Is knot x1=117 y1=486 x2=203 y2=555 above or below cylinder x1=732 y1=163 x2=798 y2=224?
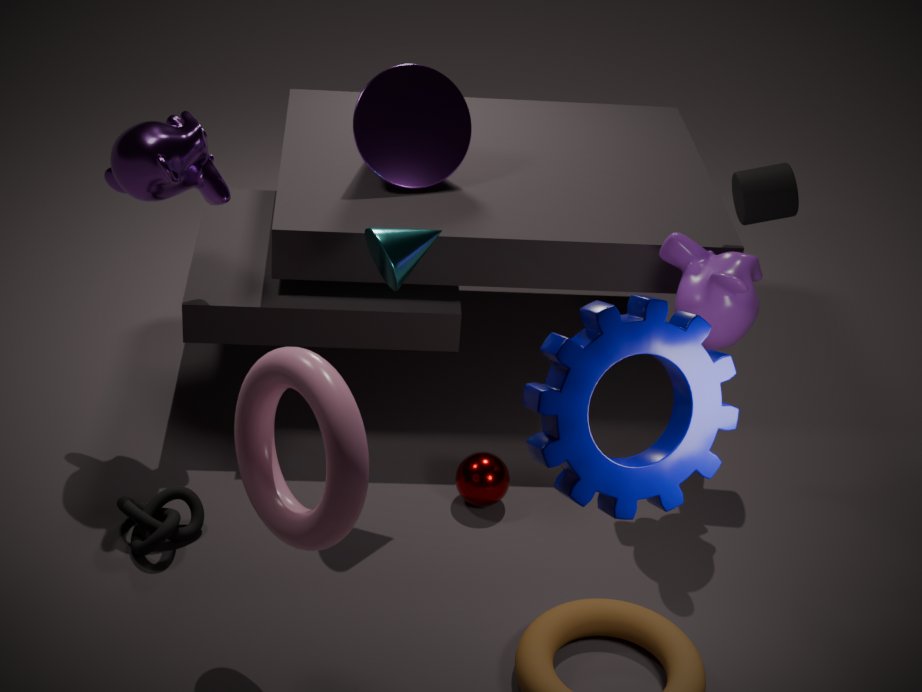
below
